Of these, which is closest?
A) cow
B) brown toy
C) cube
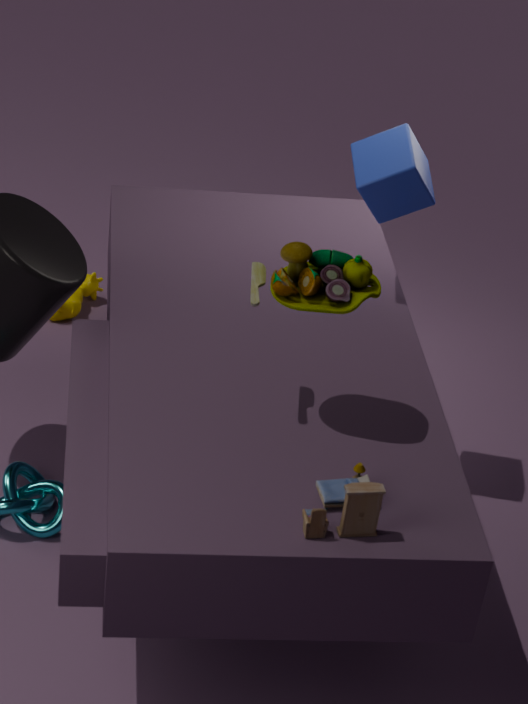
brown toy
